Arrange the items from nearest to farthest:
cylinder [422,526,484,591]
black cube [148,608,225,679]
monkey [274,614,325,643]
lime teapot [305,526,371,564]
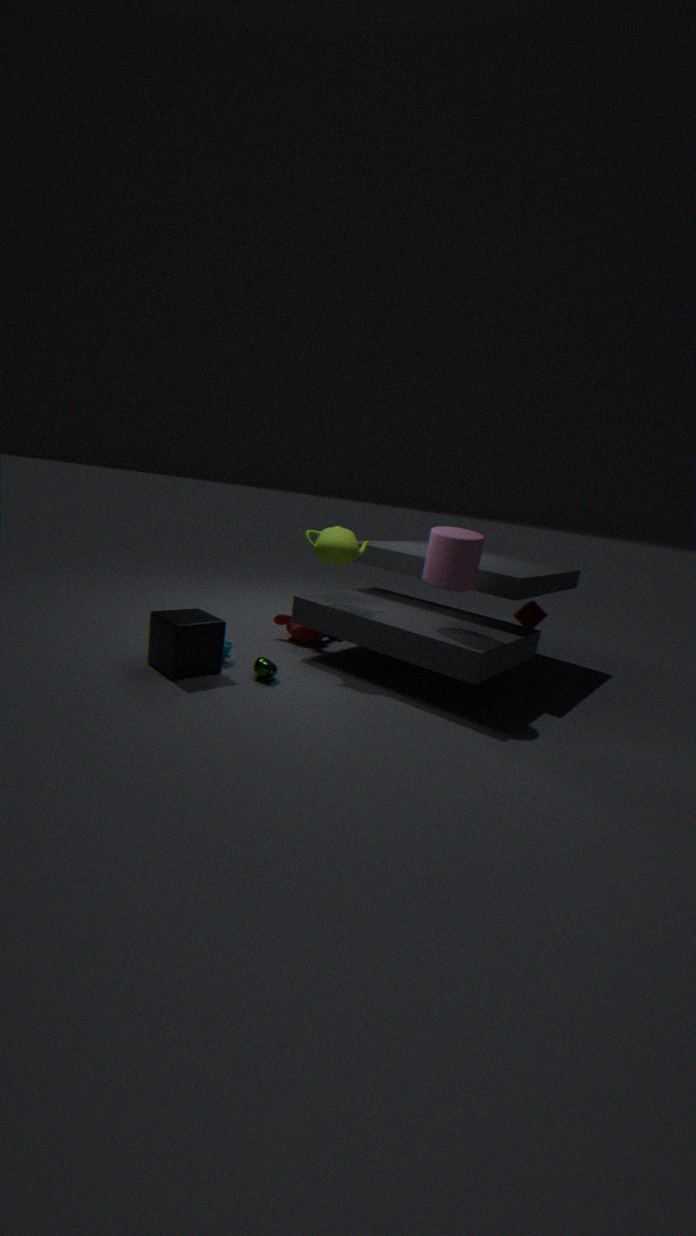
black cube [148,608,225,679] → cylinder [422,526,484,591] → lime teapot [305,526,371,564] → monkey [274,614,325,643]
